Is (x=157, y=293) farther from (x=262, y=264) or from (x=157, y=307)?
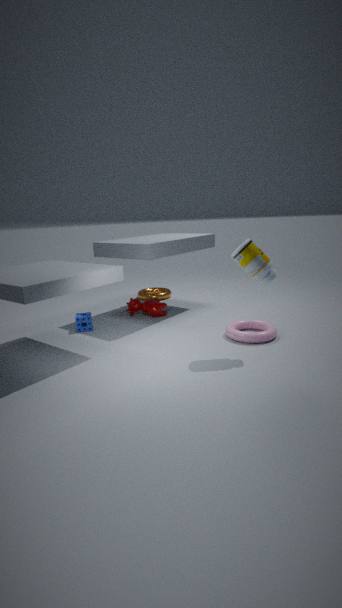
(x=262, y=264)
